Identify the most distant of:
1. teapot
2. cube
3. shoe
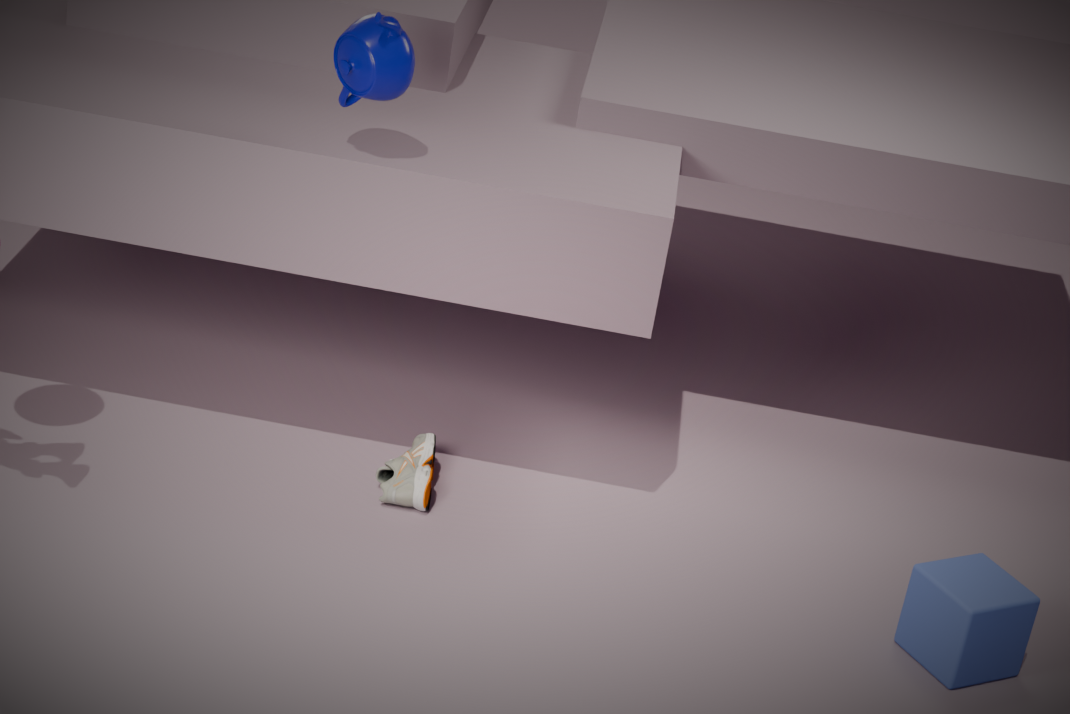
shoe
